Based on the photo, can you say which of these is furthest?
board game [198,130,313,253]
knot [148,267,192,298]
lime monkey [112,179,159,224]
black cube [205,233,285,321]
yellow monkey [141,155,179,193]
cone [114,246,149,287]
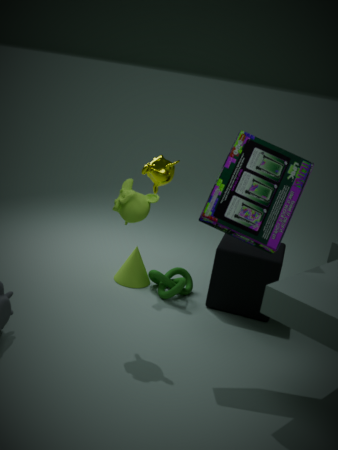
cone [114,246,149,287]
